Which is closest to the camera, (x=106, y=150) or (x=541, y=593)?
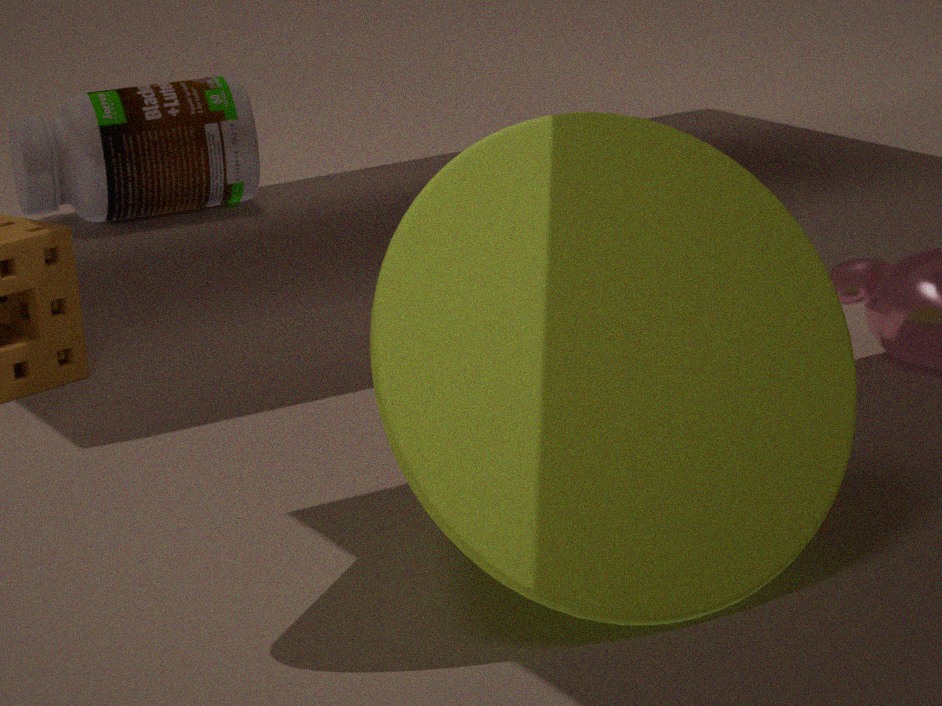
(x=541, y=593)
